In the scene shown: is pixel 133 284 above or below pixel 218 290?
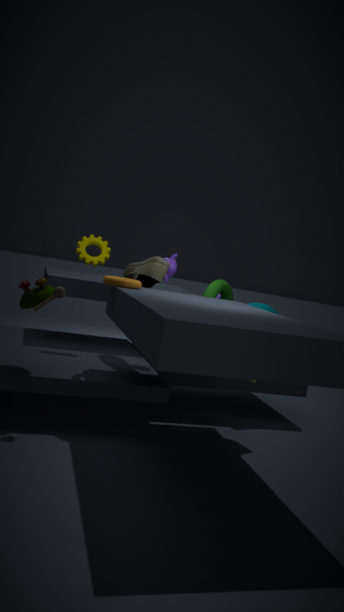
above
